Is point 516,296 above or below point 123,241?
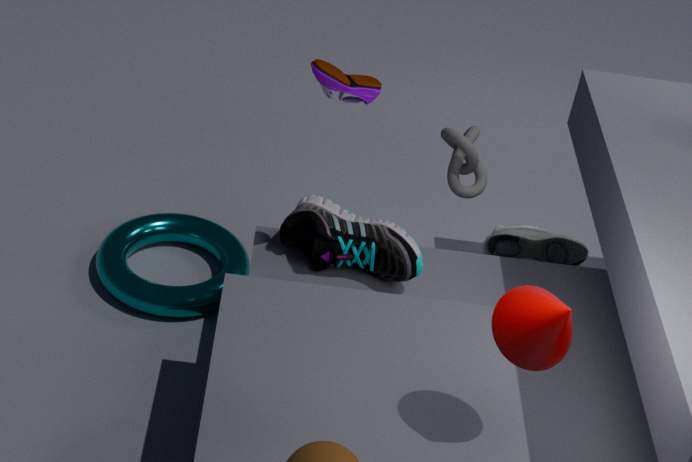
above
